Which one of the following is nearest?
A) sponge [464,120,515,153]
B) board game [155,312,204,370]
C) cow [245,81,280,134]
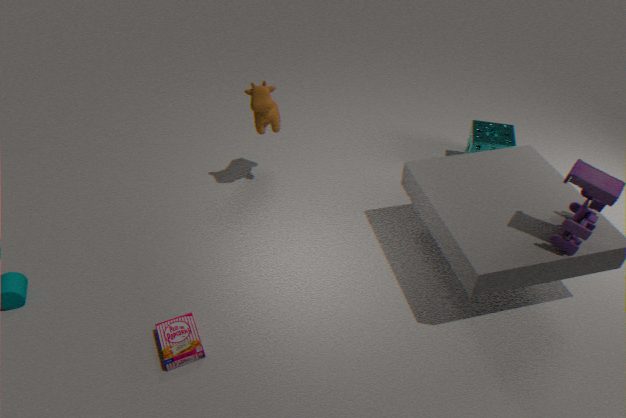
board game [155,312,204,370]
